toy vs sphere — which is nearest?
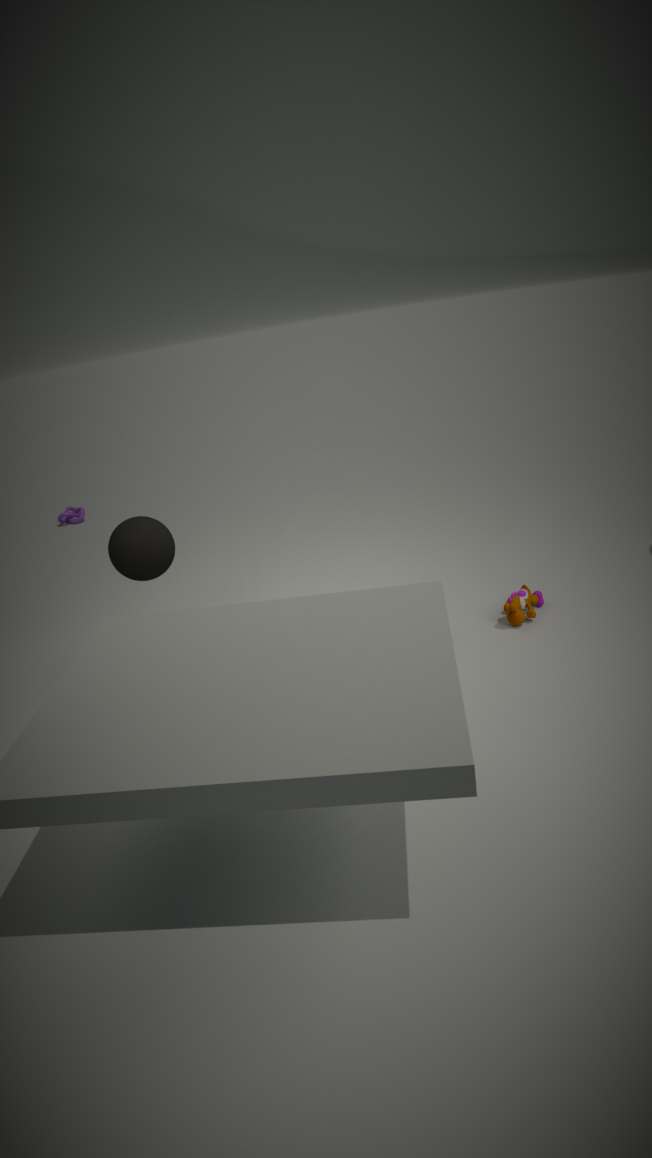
sphere
